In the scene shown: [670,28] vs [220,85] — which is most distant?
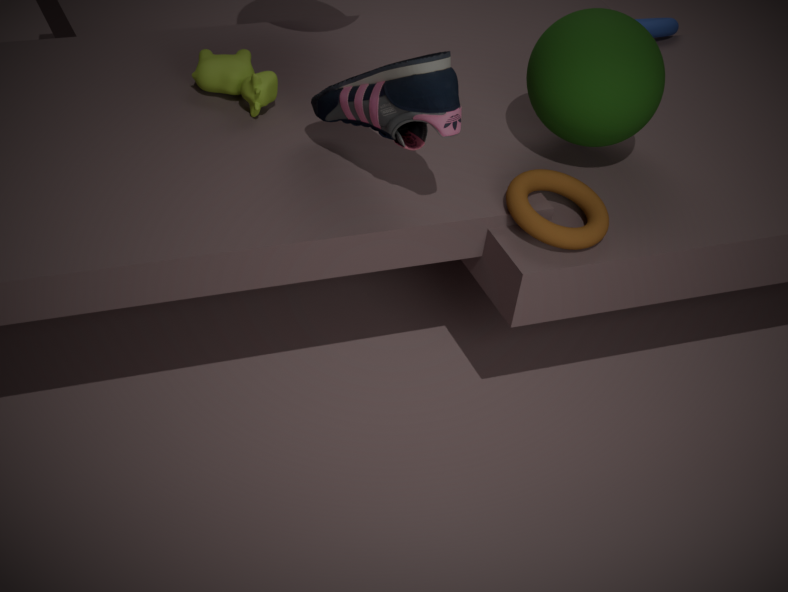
[670,28]
